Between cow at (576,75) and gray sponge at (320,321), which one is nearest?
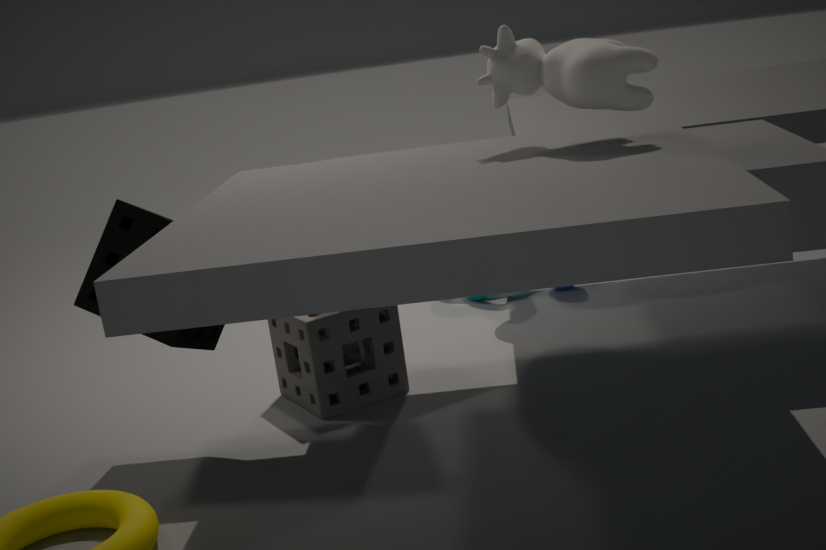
cow at (576,75)
